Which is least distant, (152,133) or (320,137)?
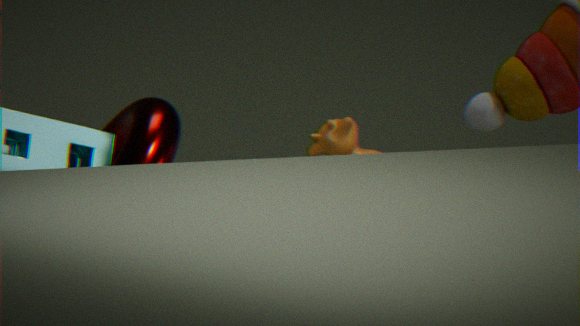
(152,133)
